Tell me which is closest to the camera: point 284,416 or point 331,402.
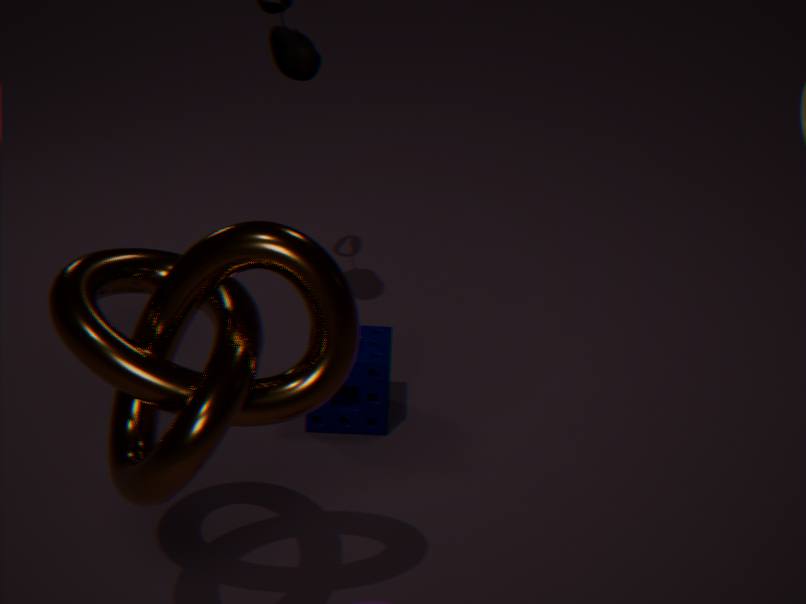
point 284,416
